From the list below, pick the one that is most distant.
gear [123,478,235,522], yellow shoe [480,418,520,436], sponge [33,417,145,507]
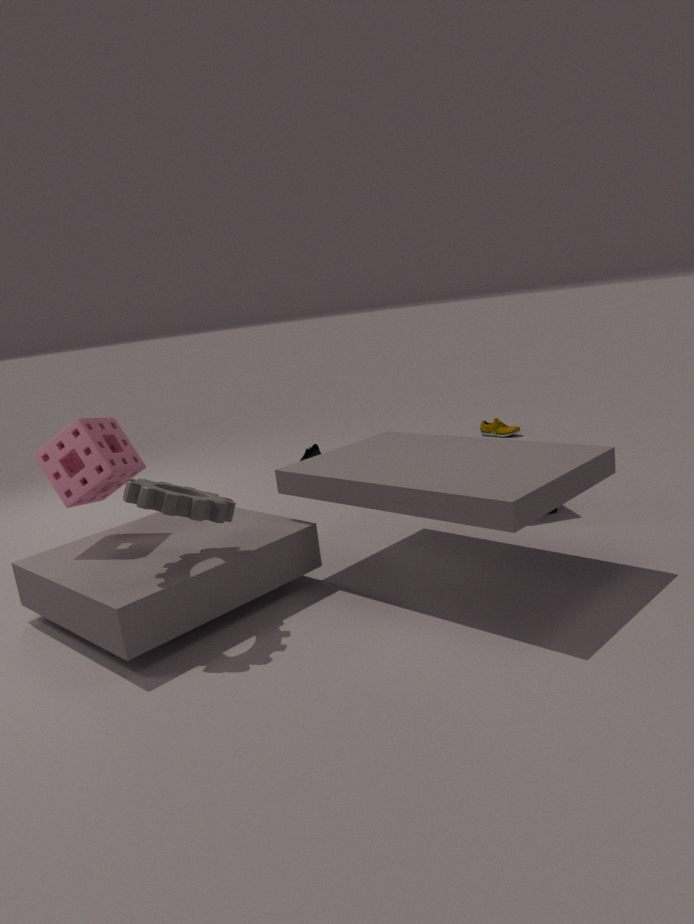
yellow shoe [480,418,520,436]
